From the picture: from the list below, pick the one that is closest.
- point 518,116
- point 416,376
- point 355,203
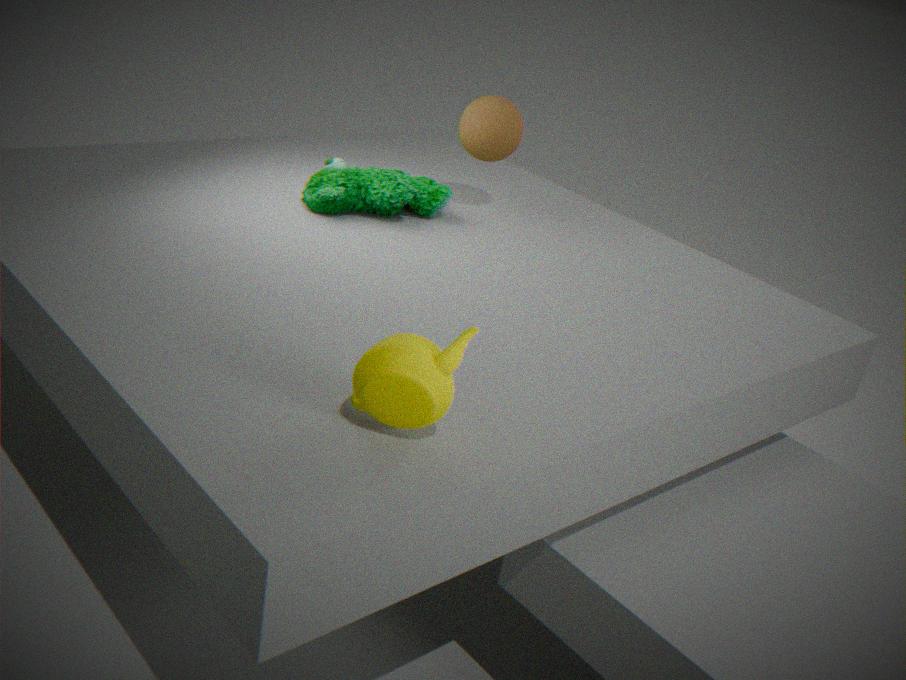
point 416,376
